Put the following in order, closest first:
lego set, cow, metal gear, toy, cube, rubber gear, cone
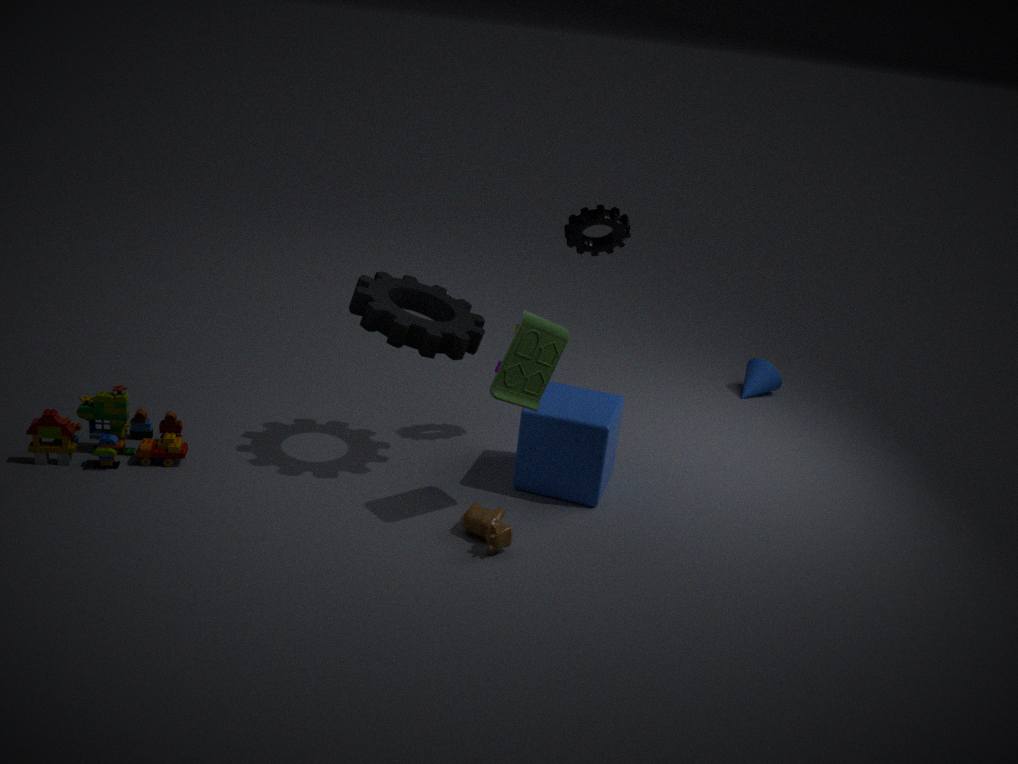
toy < cow < rubber gear < lego set < cube < metal gear < cone
